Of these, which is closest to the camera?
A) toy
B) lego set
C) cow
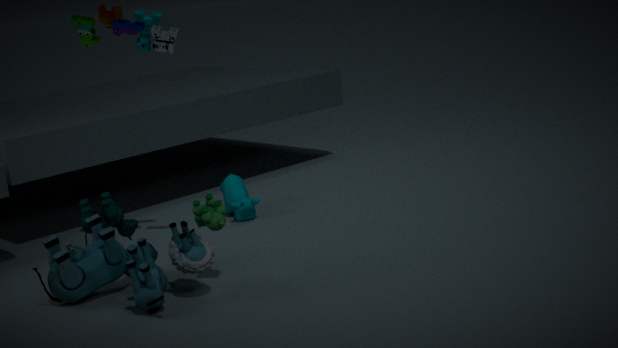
toy
